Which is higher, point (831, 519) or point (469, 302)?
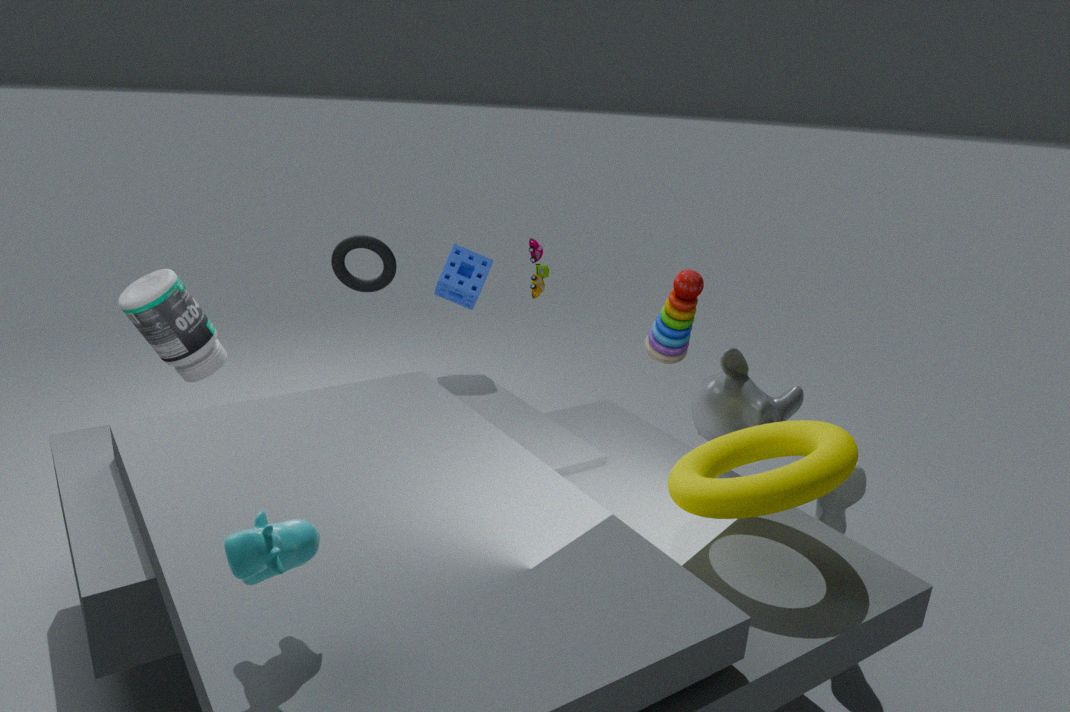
point (469, 302)
